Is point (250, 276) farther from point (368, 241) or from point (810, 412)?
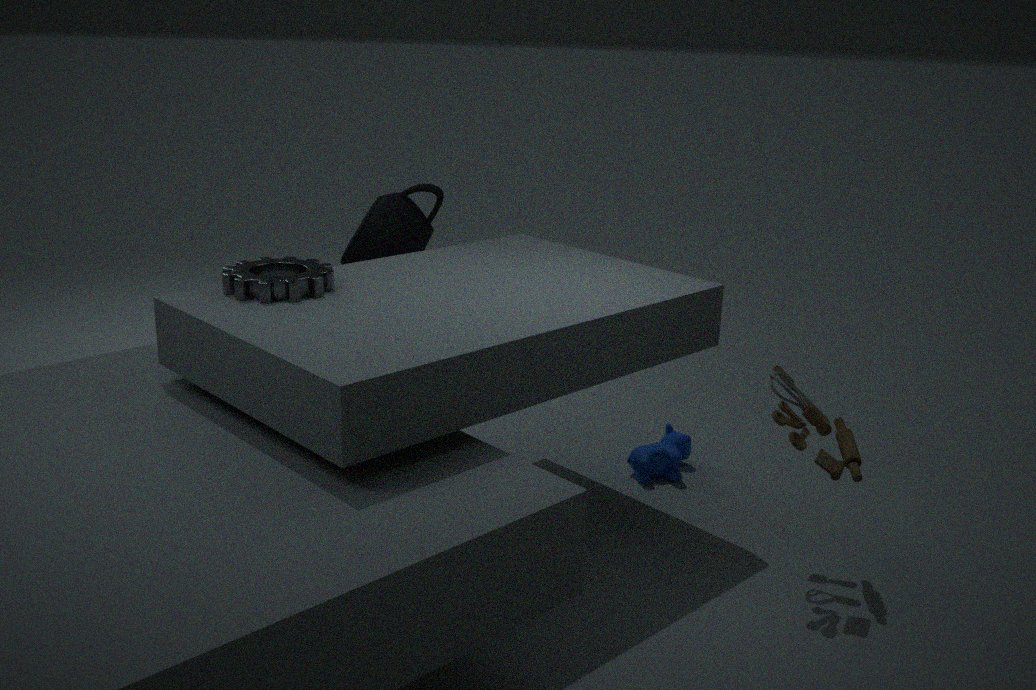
point (810, 412)
